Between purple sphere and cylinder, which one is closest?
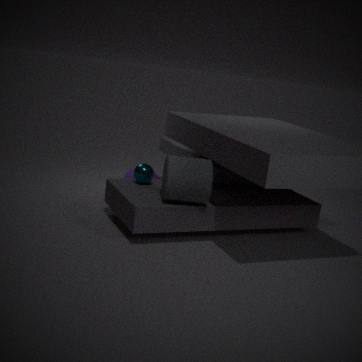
cylinder
